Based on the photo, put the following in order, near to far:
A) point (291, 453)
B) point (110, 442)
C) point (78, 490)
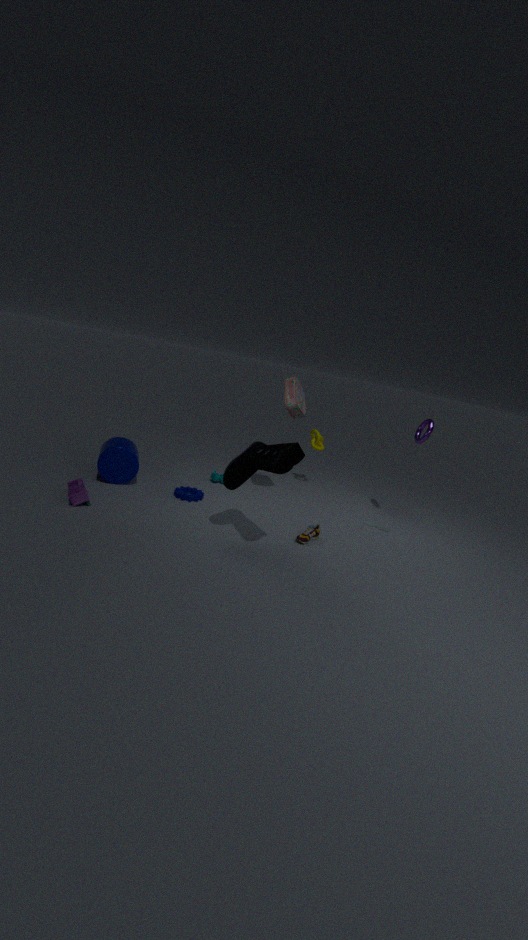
point (291, 453) → point (78, 490) → point (110, 442)
